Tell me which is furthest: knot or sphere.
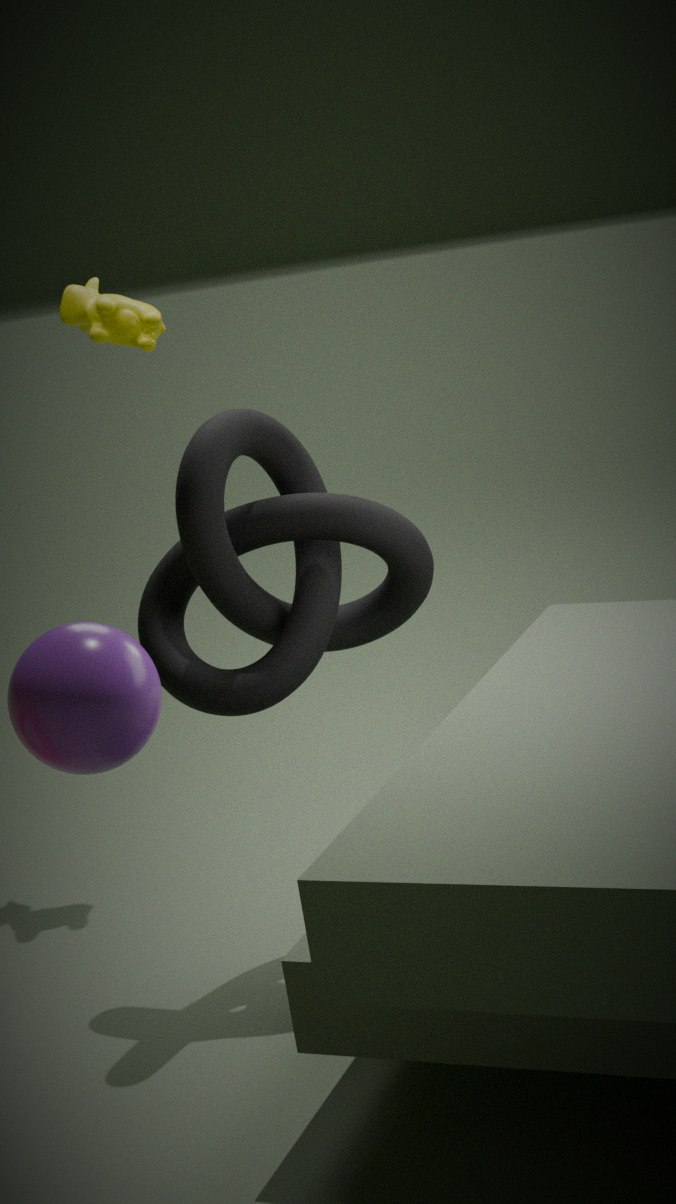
knot
